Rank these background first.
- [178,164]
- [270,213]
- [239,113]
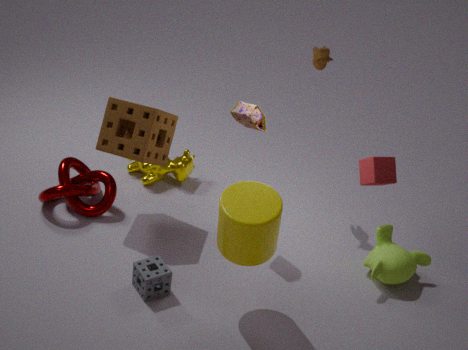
[178,164], [239,113], [270,213]
